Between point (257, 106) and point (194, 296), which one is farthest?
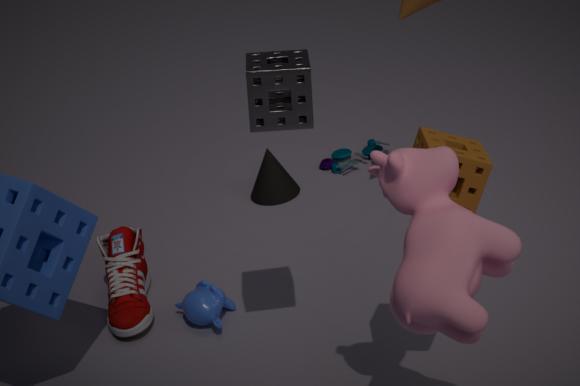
point (194, 296)
